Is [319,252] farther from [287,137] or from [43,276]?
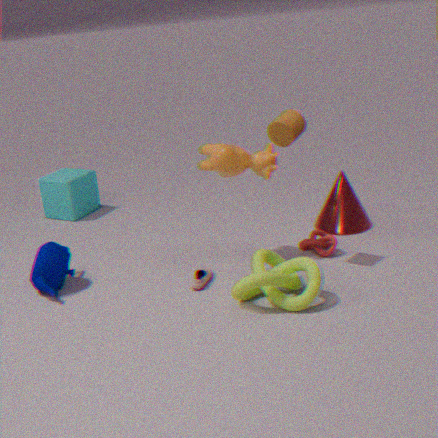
[43,276]
